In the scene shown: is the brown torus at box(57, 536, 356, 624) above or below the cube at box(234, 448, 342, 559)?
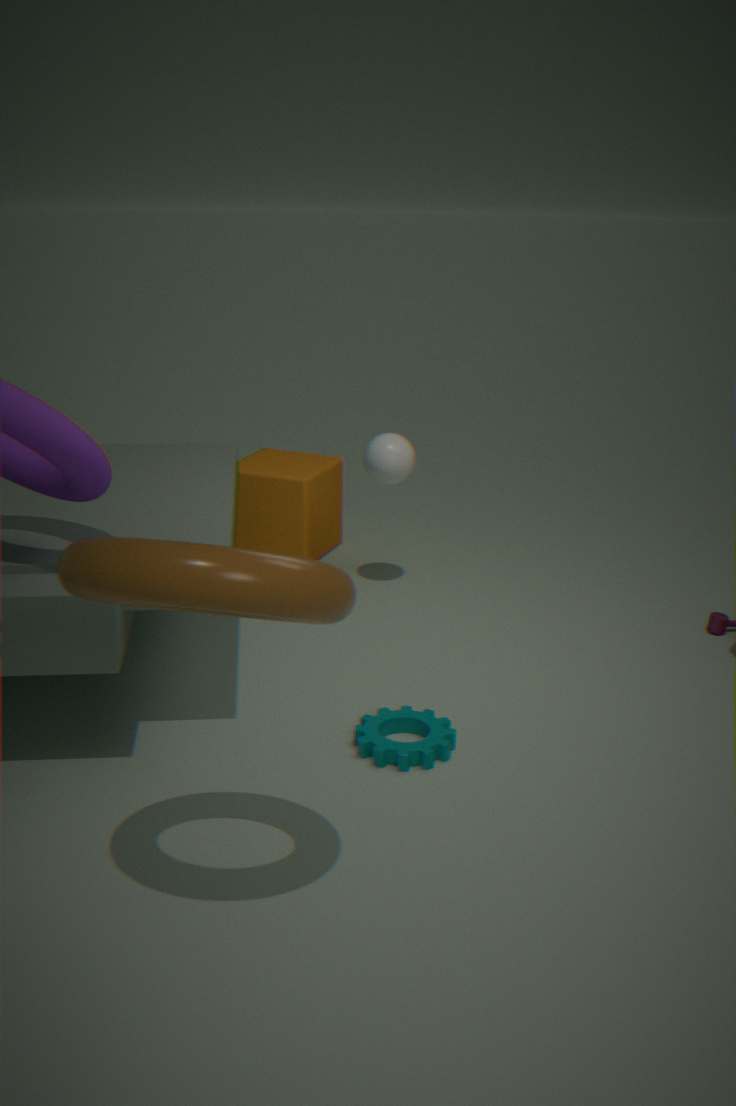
above
